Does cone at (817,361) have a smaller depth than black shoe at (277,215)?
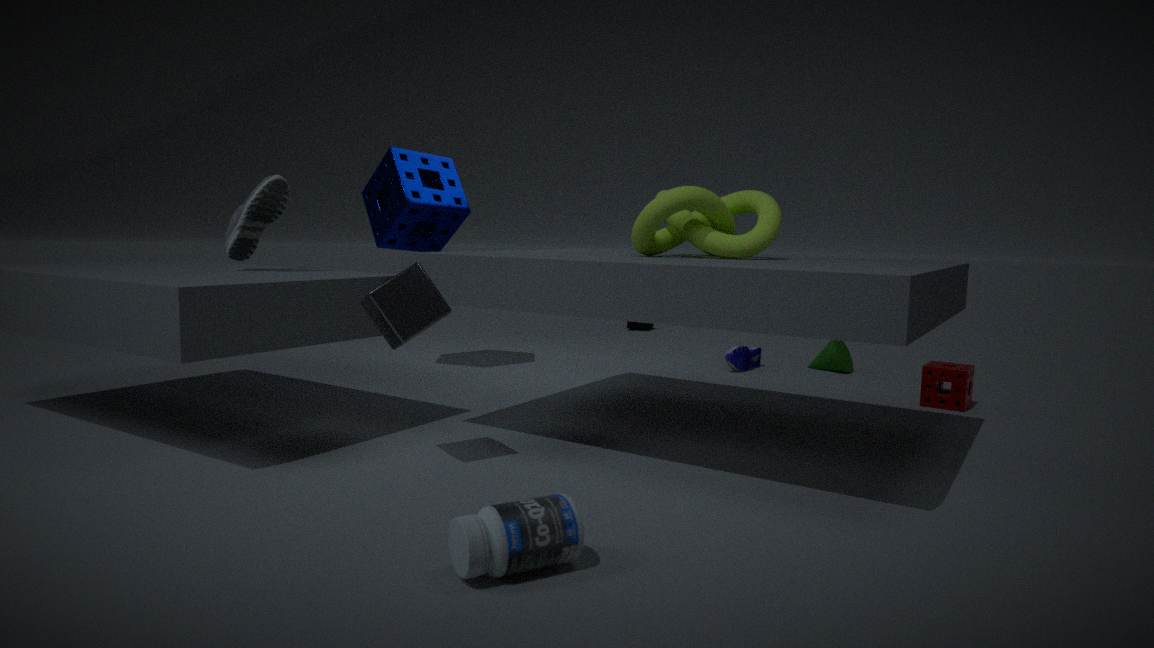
No
